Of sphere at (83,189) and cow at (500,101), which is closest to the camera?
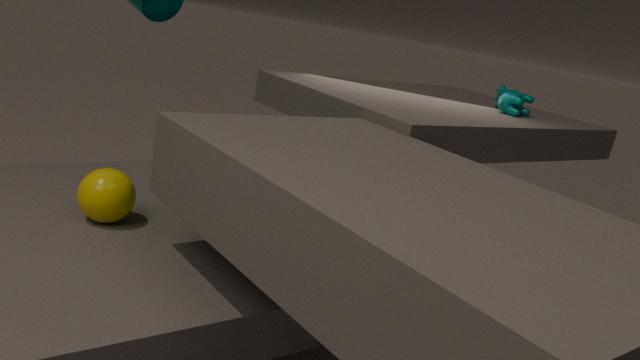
sphere at (83,189)
